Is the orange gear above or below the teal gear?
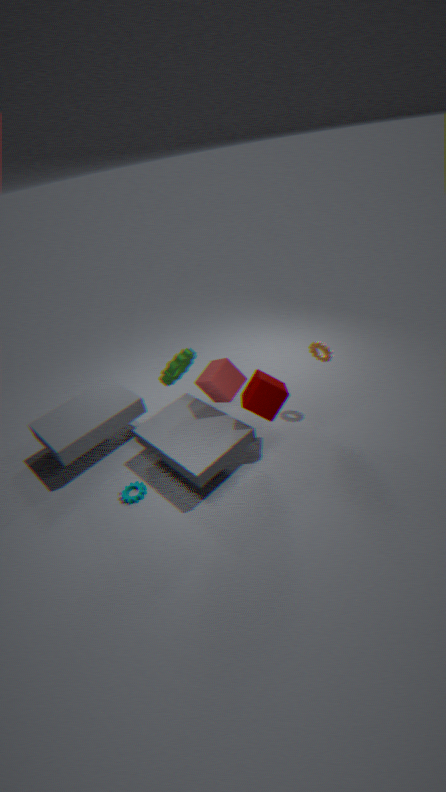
above
